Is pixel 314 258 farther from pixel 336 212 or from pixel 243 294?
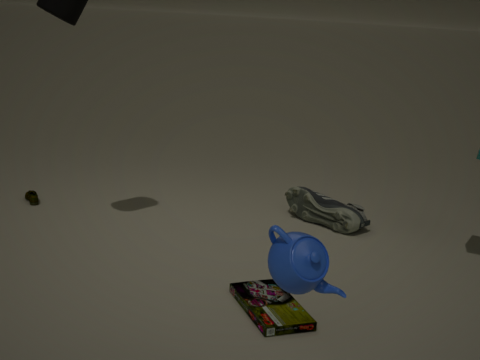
pixel 336 212
